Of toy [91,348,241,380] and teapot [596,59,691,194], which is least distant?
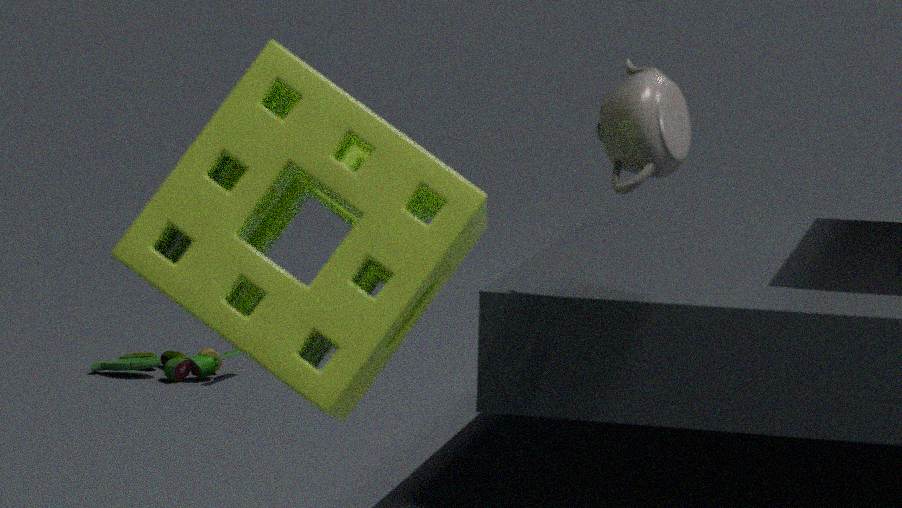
teapot [596,59,691,194]
